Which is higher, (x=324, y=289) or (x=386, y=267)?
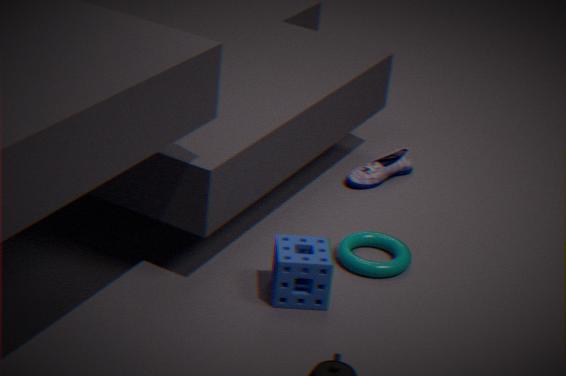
(x=324, y=289)
